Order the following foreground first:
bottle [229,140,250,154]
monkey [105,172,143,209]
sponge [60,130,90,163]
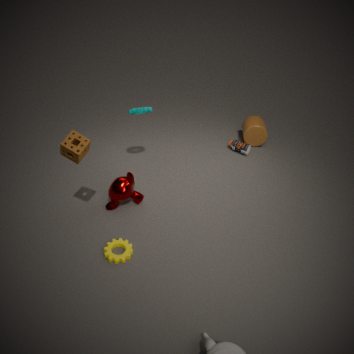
sponge [60,130,90,163] < monkey [105,172,143,209] < bottle [229,140,250,154]
